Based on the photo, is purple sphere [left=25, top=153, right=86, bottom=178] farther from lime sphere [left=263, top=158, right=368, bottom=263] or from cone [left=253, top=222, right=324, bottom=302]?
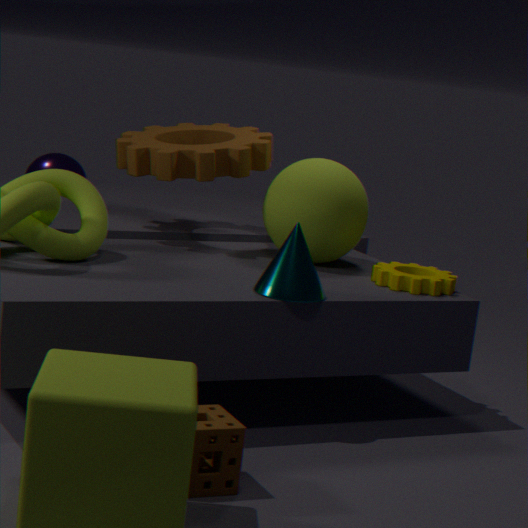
cone [left=253, top=222, right=324, bottom=302]
